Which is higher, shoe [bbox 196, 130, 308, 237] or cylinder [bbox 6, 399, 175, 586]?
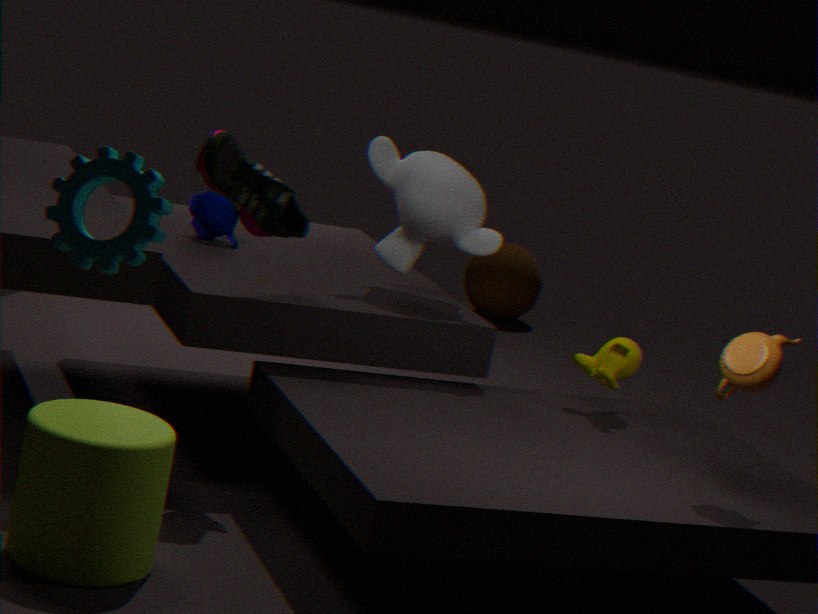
shoe [bbox 196, 130, 308, 237]
